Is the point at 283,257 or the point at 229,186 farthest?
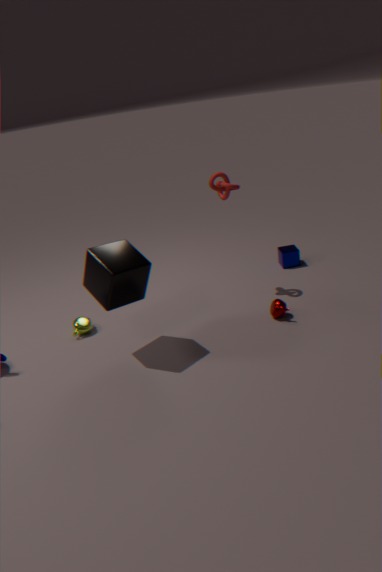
the point at 283,257
